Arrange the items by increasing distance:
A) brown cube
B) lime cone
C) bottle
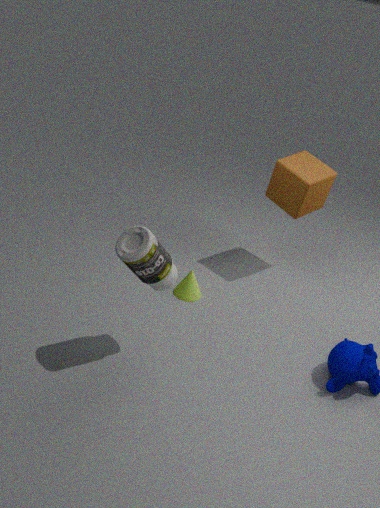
bottle
lime cone
brown cube
